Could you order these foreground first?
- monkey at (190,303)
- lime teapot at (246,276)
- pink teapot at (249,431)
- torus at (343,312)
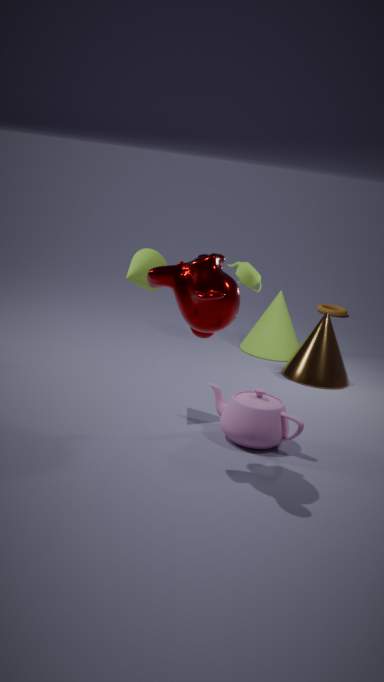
1. monkey at (190,303)
2. pink teapot at (249,431)
3. lime teapot at (246,276)
4. torus at (343,312)
